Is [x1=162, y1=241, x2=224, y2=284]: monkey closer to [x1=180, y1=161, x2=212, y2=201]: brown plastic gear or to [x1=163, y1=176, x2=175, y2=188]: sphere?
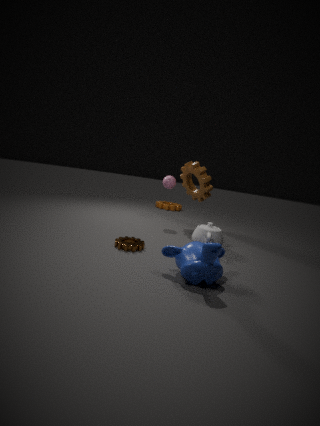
[x1=180, y1=161, x2=212, y2=201]: brown plastic gear
